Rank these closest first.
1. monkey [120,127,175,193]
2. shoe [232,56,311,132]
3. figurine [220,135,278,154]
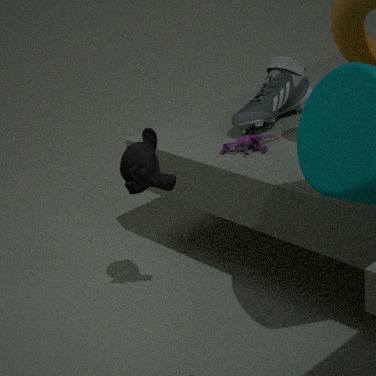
monkey [120,127,175,193], figurine [220,135,278,154], shoe [232,56,311,132]
